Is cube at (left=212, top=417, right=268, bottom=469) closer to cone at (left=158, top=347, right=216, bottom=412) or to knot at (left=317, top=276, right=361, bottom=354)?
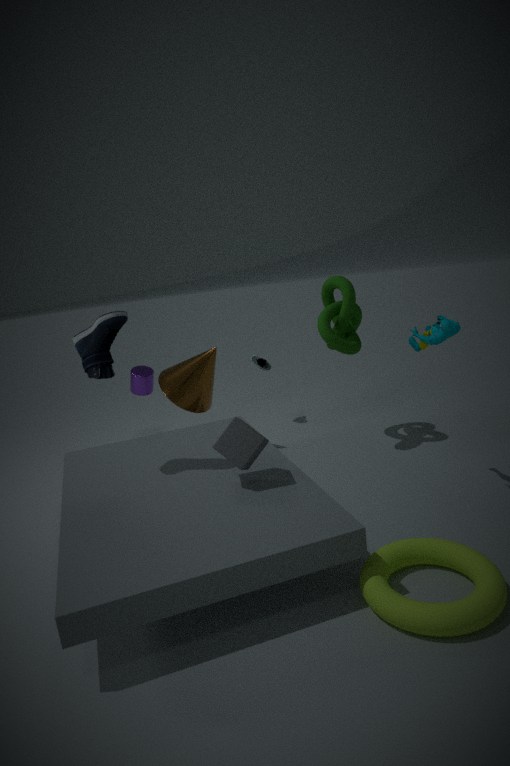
knot at (left=317, top=276, right=361, bottom=354)
